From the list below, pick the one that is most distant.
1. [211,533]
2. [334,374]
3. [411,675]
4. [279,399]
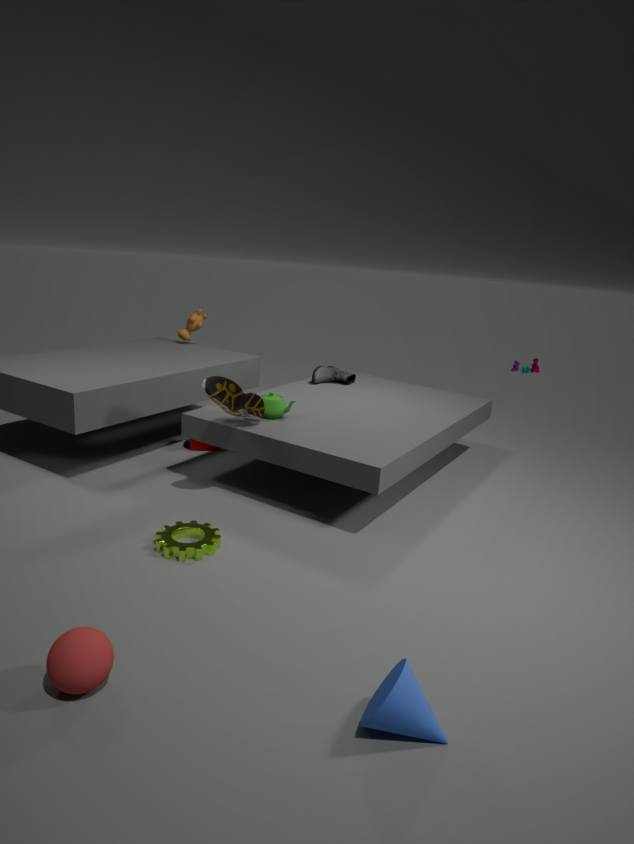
[334,374]
